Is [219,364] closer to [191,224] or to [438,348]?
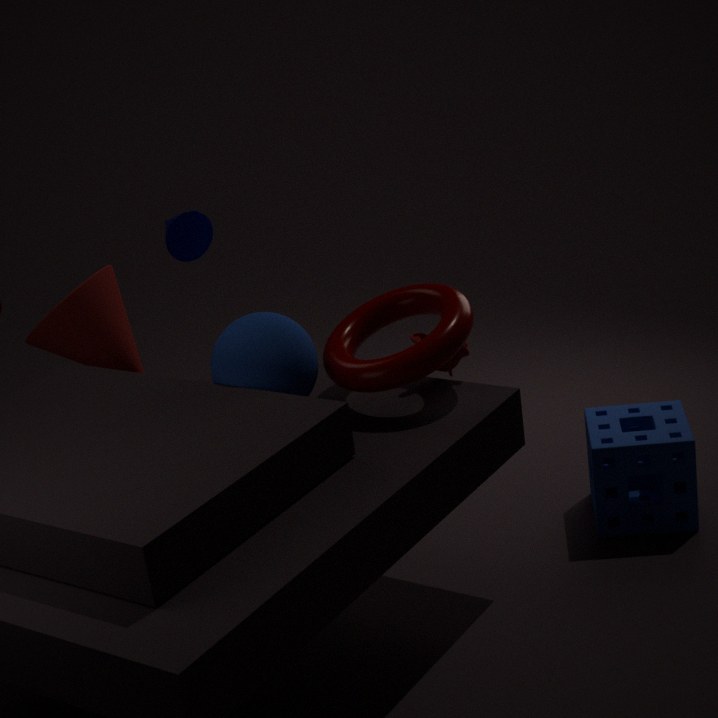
[438,348]
